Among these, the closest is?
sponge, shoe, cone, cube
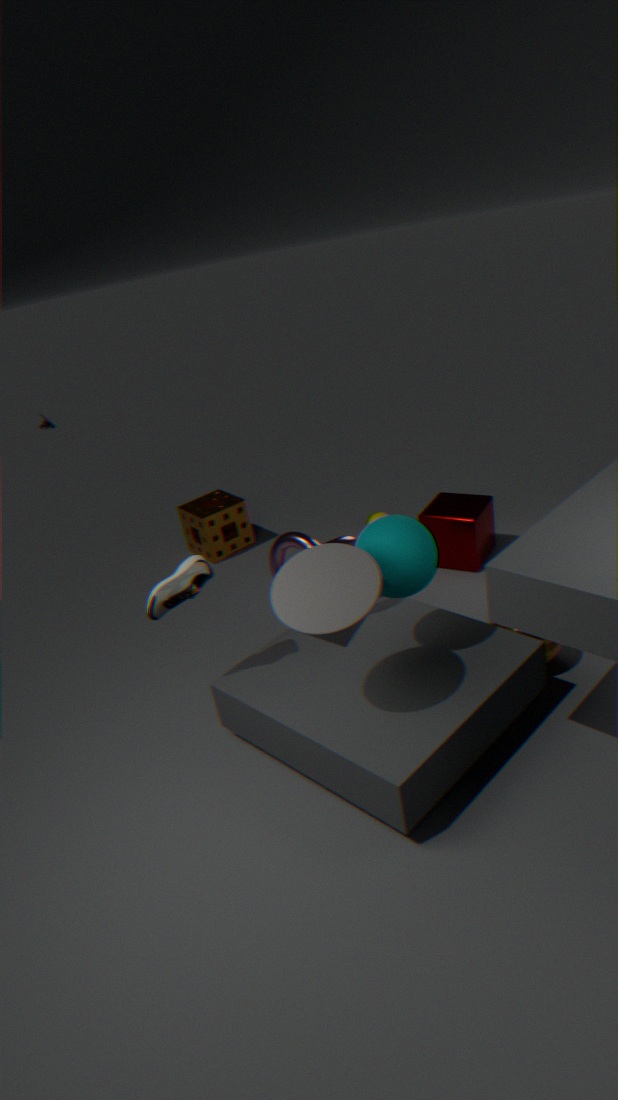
cone
